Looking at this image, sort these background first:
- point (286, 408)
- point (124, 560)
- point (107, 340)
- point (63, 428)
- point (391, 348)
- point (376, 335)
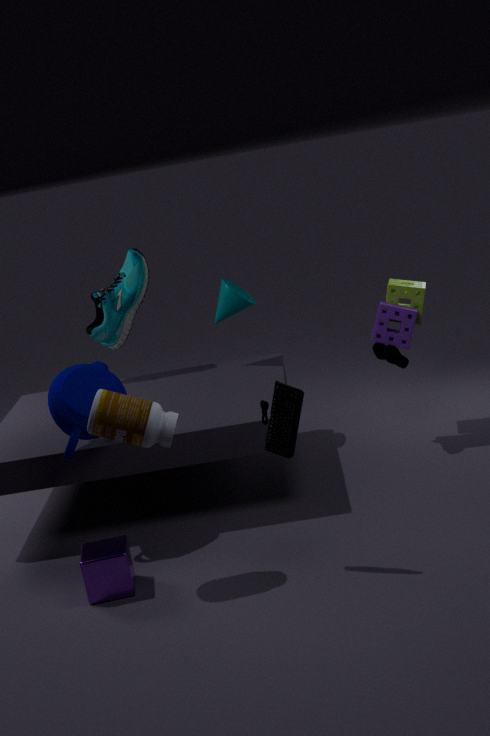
point (107, 340), point (376, 335), point (391, 348), point (63, 428), point (124, 560), point (286, 408)
